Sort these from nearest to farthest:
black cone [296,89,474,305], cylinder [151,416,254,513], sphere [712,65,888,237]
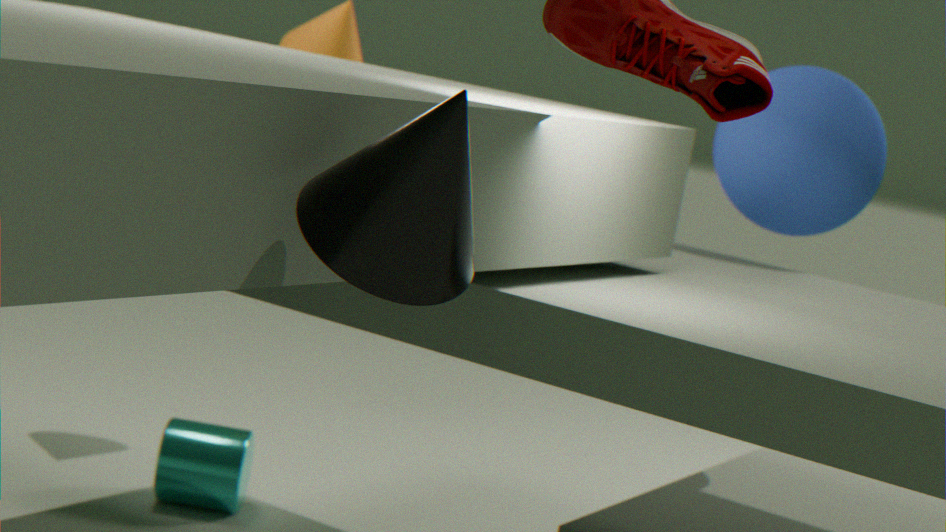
black cone [296,89,474,305] → sphere [712,65,888,237] → cylinder [151,416,254,513]
